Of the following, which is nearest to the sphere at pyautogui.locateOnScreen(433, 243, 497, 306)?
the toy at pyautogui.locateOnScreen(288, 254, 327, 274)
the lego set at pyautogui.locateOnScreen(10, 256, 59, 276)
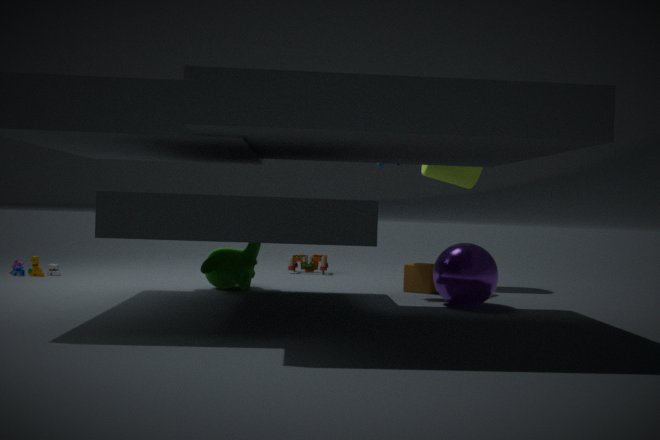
the toy at pyautogui.locateOnScreen(288, 254, 327, 274)
